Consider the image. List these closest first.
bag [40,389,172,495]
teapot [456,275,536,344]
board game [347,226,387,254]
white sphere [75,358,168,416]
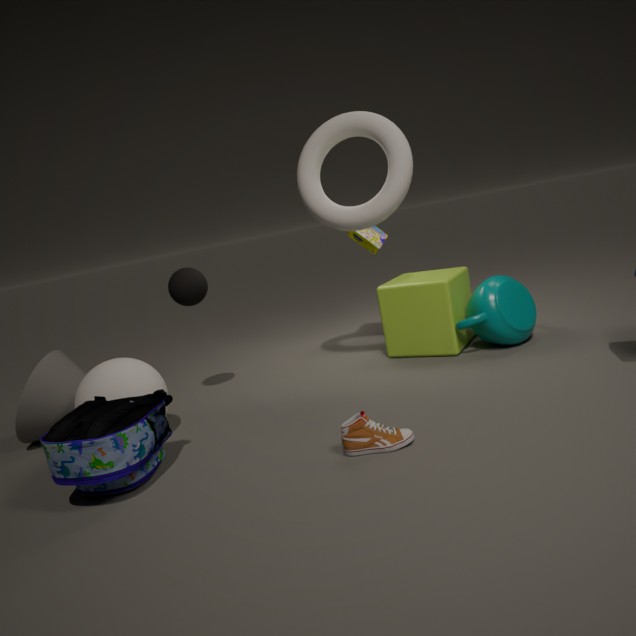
bag [40,389,172,495] < white sphere [75,358,168,416] < teapot [456,275,536,344] < board game [347,226,387,254]
